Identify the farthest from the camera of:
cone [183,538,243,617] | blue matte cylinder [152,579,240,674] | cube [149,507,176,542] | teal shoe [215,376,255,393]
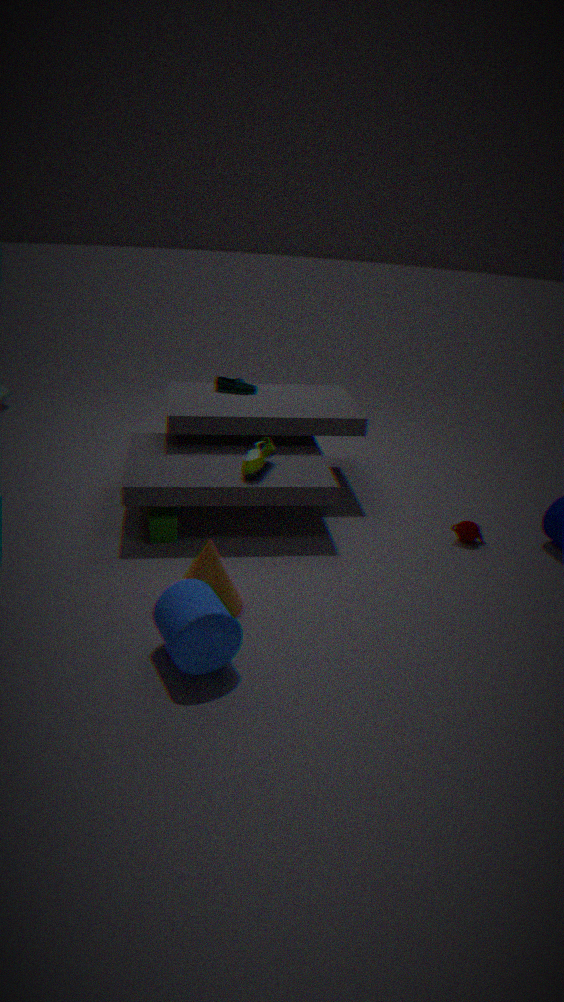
teal shoe [215,376,255,393]
